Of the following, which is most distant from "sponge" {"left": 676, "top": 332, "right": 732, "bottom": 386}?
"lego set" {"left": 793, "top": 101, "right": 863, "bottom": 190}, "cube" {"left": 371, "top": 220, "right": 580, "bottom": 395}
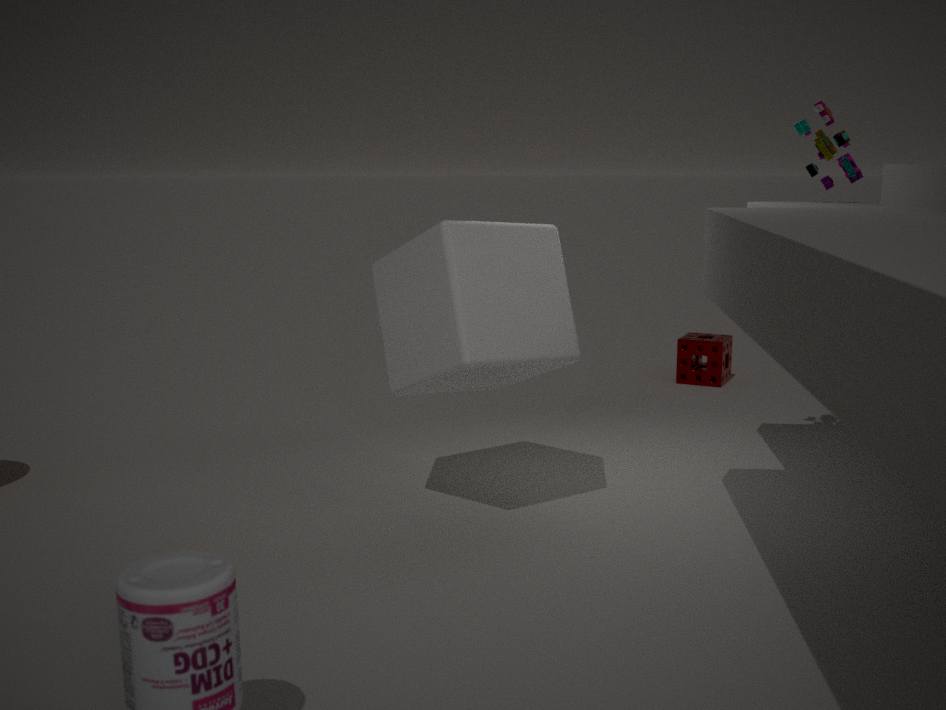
"cube" {"left": 371, "top": 220, "right": 580, "bottom": 395}
